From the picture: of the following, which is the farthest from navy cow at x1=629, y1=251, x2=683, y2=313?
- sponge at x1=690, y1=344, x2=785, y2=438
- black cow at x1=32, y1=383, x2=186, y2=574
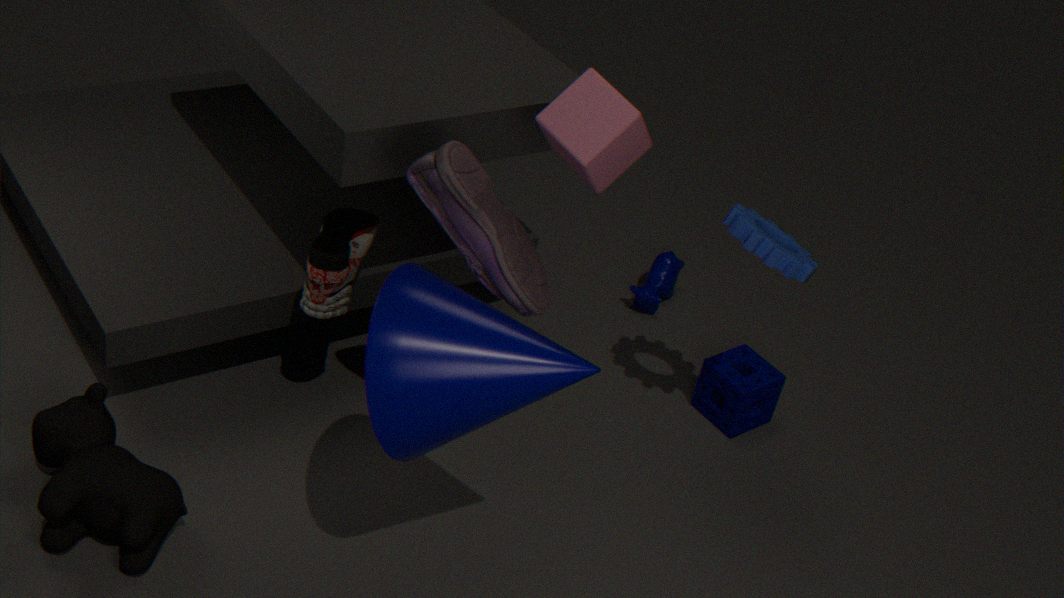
black cow at x1=32, y1=383, x2=186, y2=574
